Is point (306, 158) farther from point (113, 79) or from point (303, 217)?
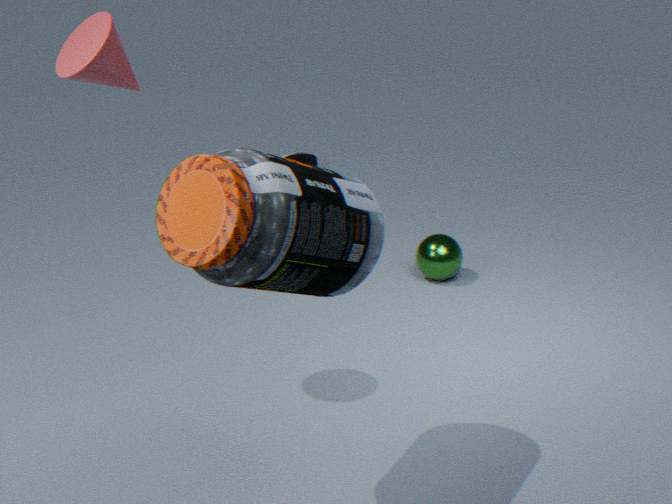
point (303, 217)
